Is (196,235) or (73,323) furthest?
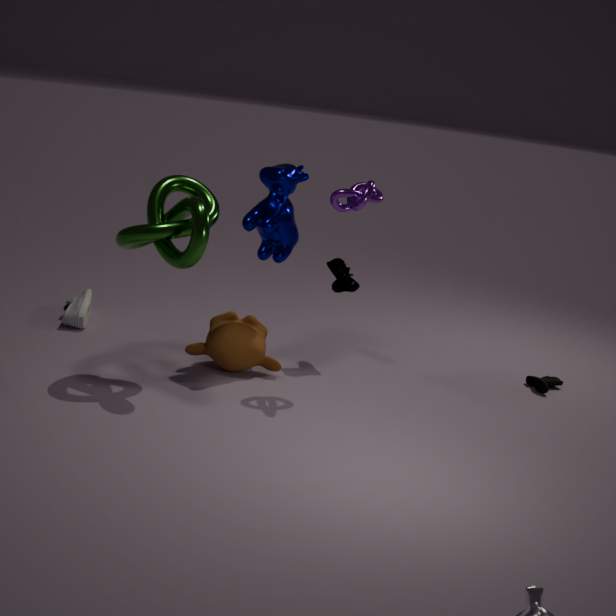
(73,323)
